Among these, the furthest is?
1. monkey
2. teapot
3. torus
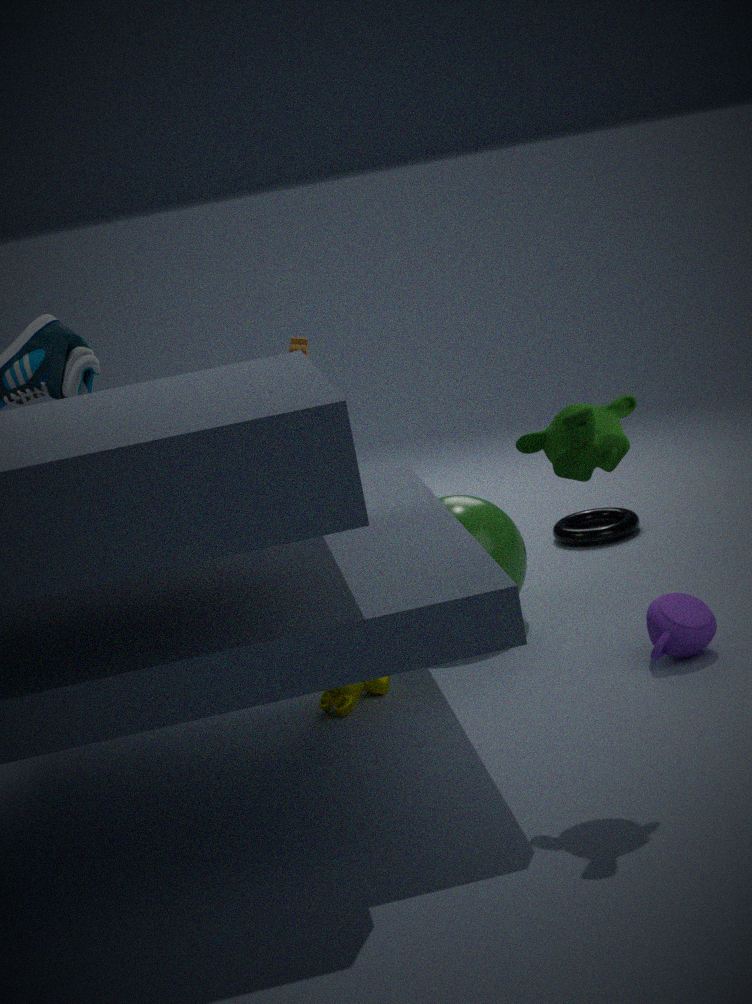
torus
